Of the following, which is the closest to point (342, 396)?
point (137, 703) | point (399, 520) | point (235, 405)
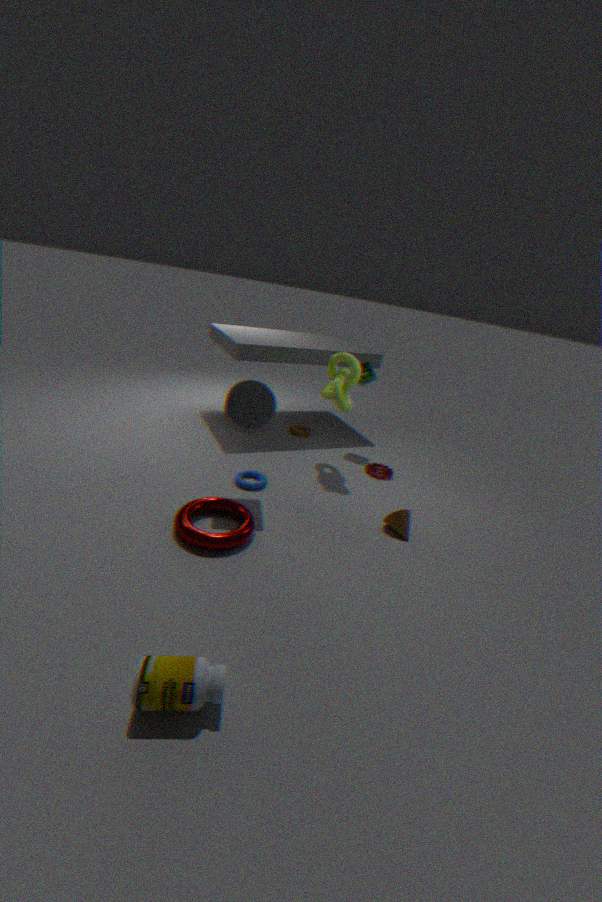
point (235, 405)
